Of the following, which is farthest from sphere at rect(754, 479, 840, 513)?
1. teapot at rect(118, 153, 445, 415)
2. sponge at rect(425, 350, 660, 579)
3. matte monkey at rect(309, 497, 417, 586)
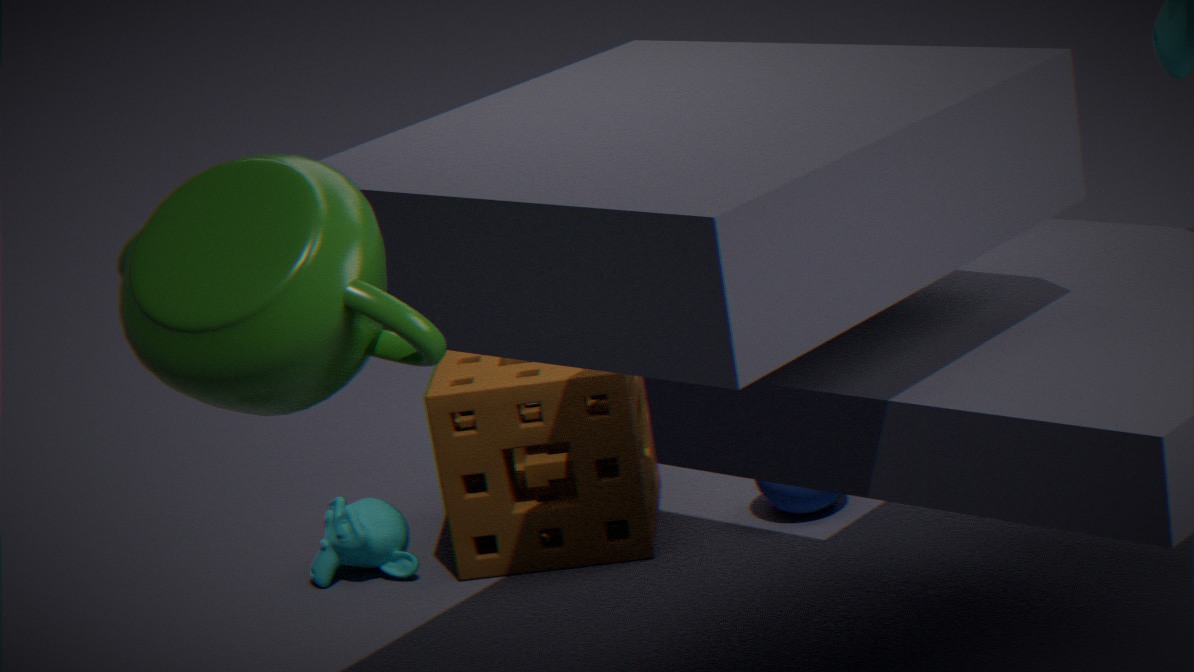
teapot at rect(118, 153, 445, 415)
